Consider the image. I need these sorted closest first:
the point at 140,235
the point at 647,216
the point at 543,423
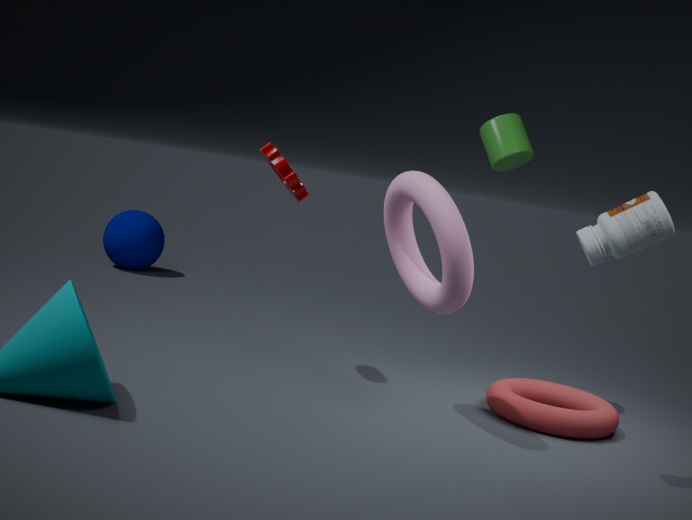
the point at 647,216 < the point at 543,423 < the point at 140,235
